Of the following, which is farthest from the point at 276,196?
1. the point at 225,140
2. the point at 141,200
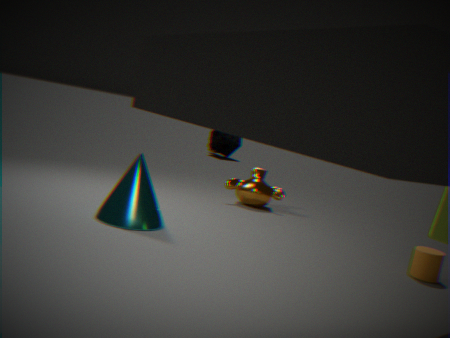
the point at 225,140
